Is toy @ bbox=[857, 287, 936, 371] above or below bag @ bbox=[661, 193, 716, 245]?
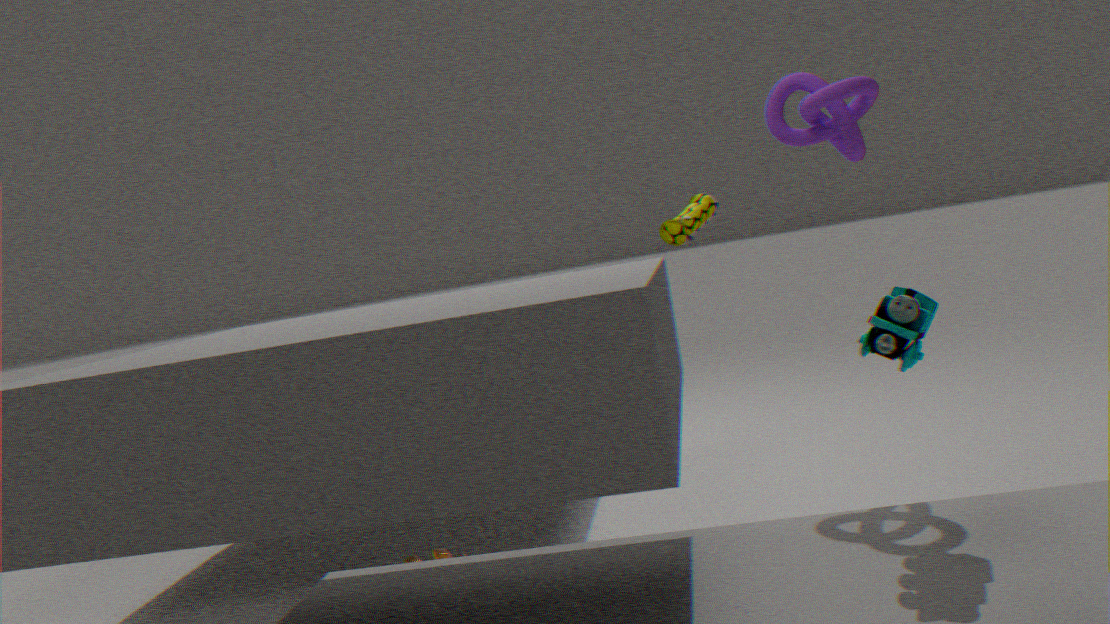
below
